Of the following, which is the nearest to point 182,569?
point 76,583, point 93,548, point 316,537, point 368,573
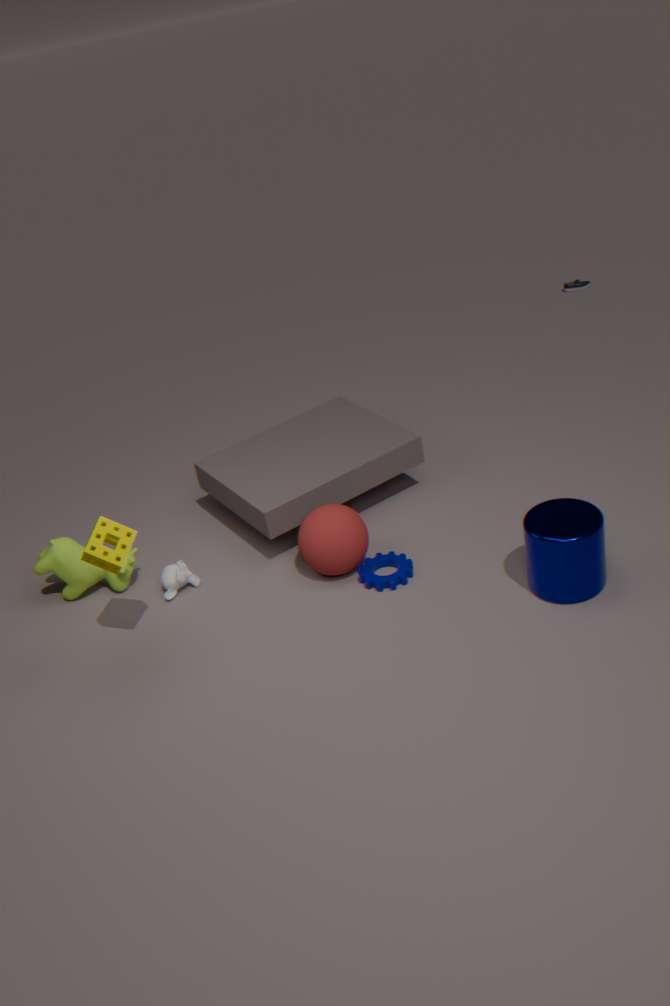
point 76,583
